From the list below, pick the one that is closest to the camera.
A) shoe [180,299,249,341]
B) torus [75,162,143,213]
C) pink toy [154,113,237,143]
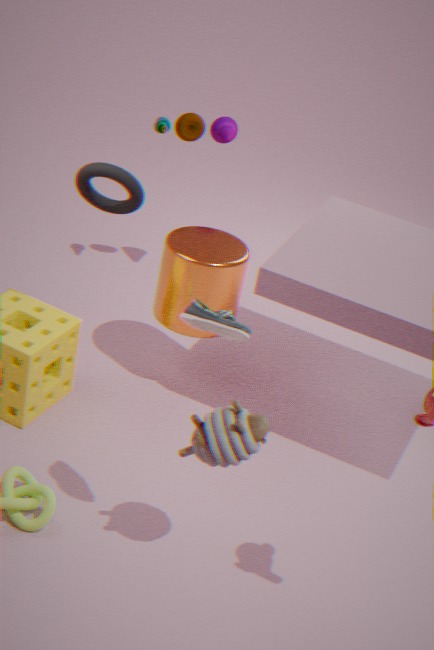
shoe [180,299,249,341]
